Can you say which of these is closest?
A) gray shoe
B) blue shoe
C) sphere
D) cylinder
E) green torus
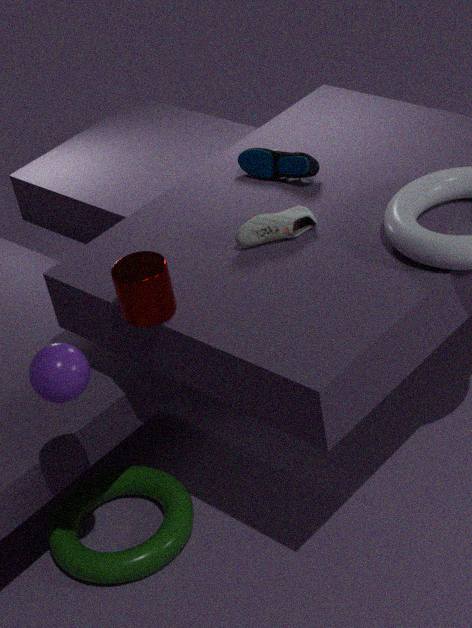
sphere
